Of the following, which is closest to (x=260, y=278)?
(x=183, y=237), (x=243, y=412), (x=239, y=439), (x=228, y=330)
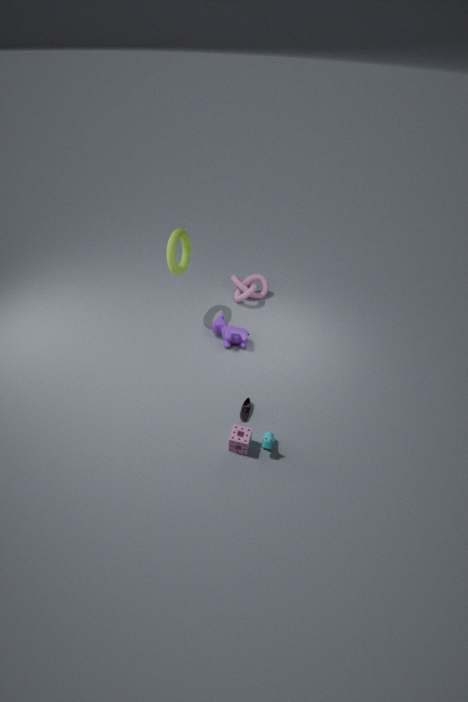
(x=228, y=330)
